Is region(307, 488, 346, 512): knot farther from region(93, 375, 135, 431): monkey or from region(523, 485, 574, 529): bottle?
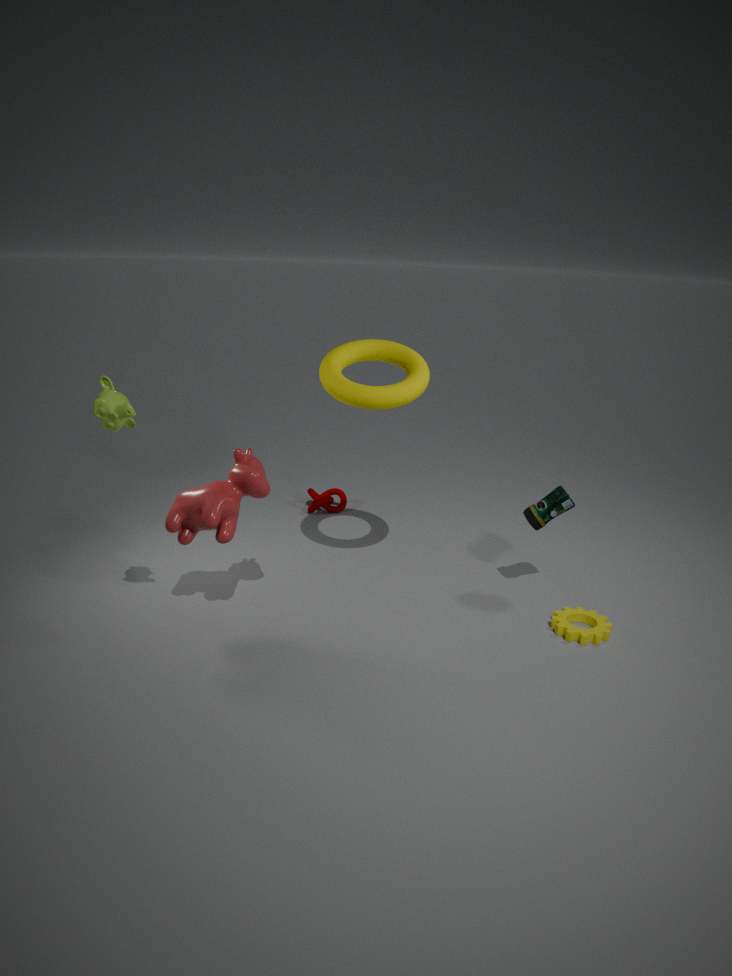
region(93, 375, 135, 431): monkey
